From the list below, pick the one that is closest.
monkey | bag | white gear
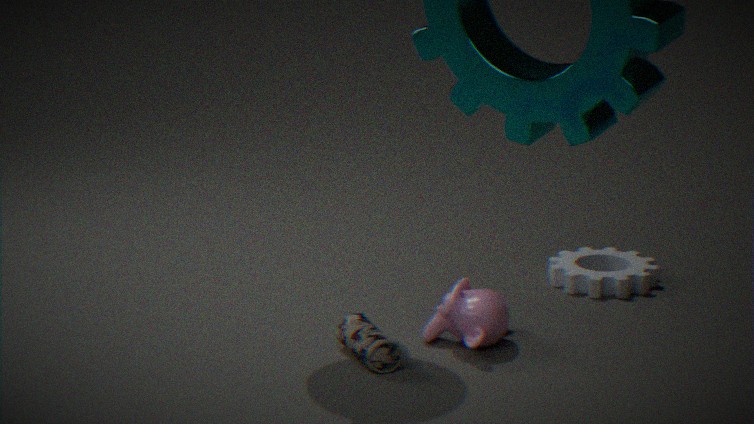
bag
